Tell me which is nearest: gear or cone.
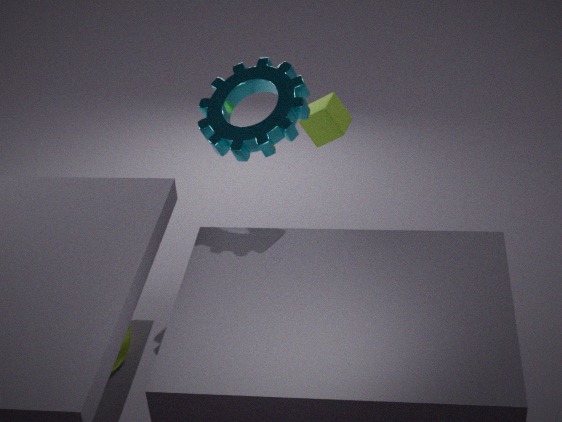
gear
